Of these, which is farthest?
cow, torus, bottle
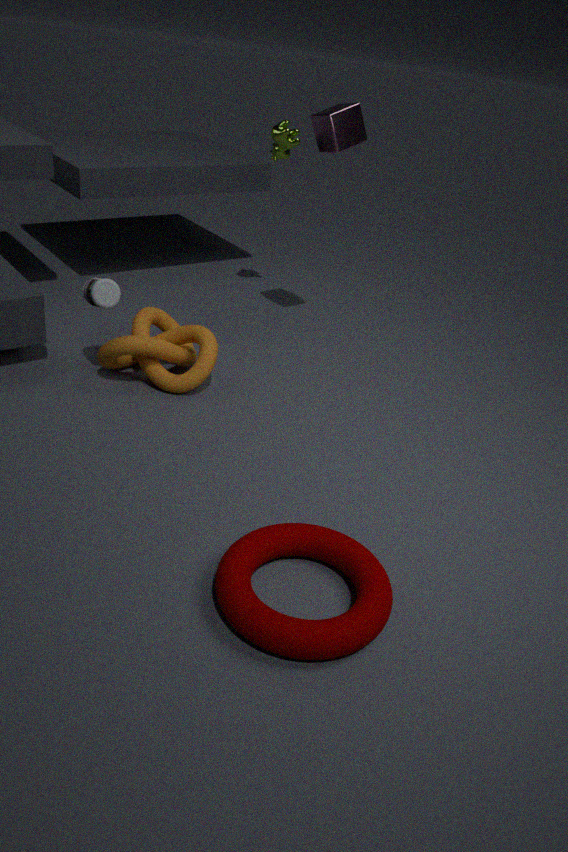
cow
